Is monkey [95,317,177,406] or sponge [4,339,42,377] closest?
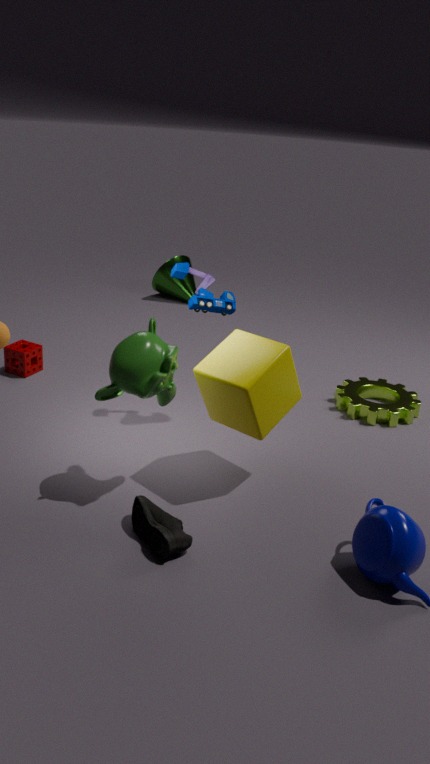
monkey [95,317,177,406]
